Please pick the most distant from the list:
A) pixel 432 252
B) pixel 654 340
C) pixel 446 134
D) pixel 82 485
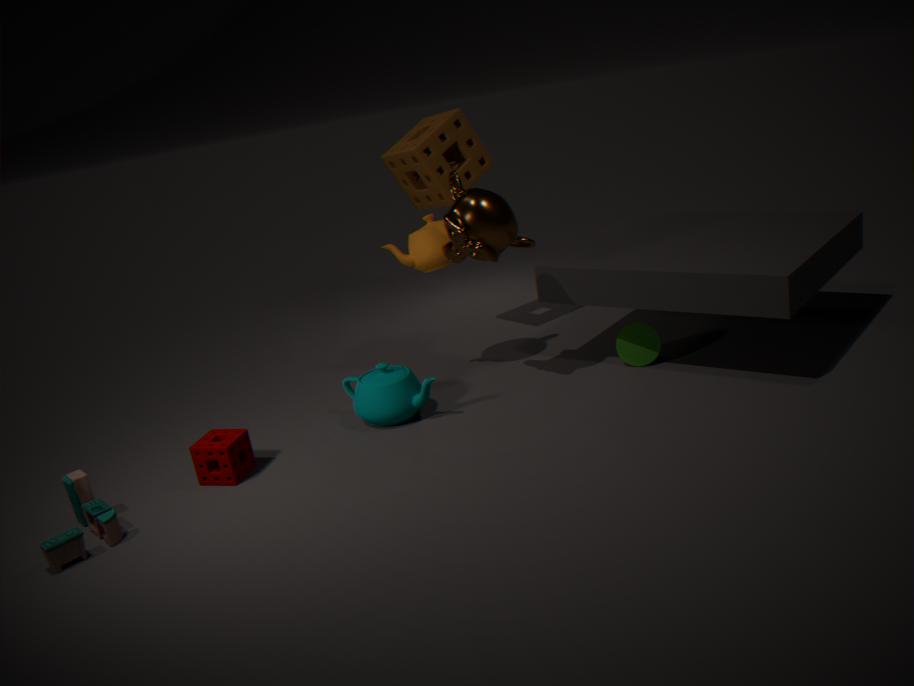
pixel 446 134
